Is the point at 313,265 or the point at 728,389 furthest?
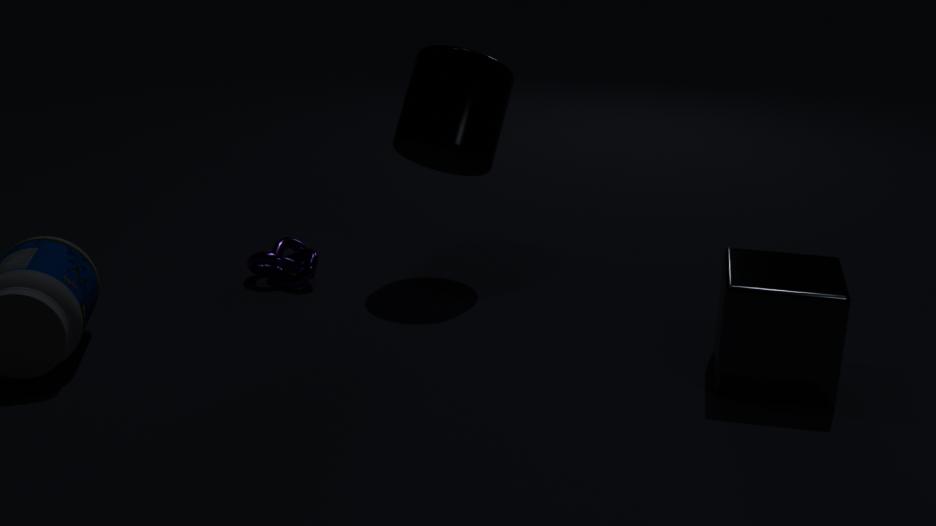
the point at 313,265
